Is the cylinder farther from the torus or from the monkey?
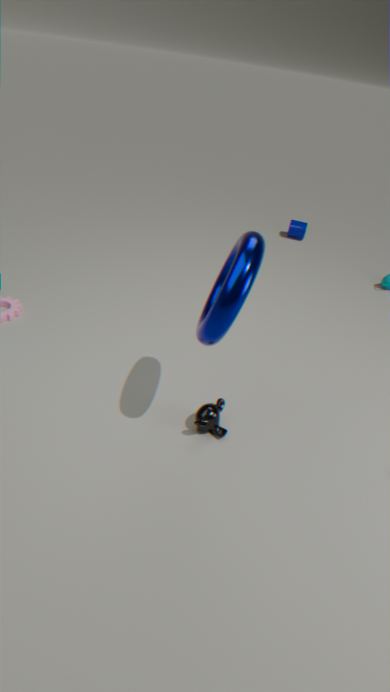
the monkey
